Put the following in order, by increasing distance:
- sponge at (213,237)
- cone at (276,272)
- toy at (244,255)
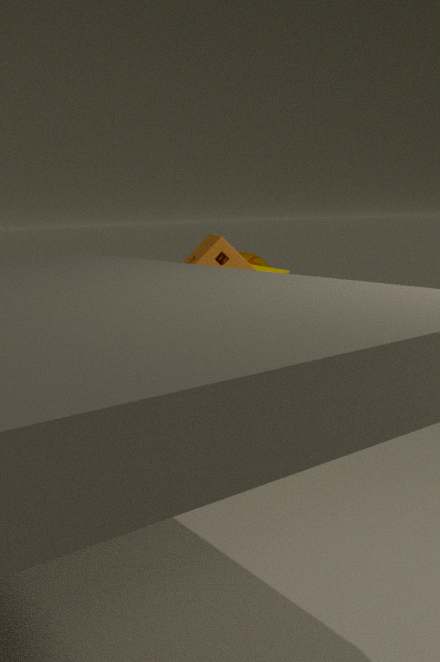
sponge at (213,237) → cone at (276,272) → toy at (244,255)
